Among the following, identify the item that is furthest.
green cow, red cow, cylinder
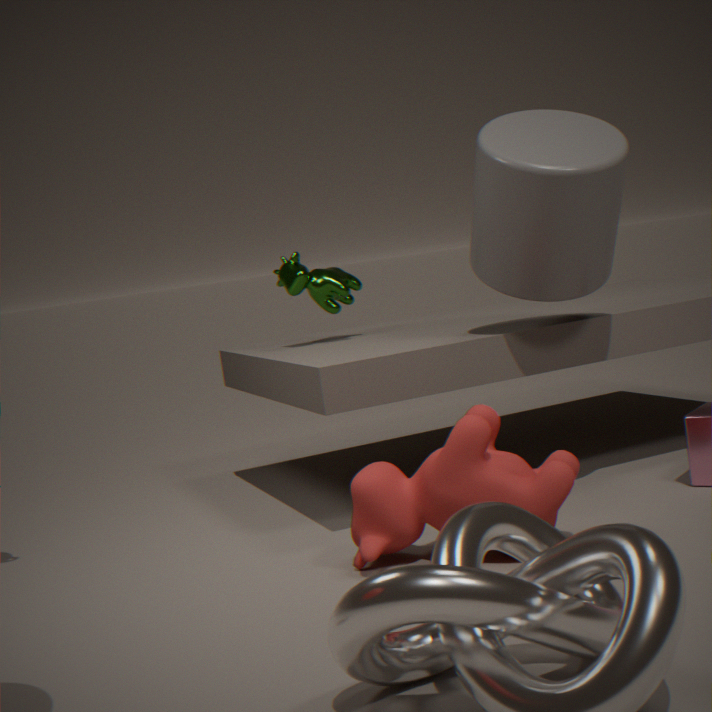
green cow
